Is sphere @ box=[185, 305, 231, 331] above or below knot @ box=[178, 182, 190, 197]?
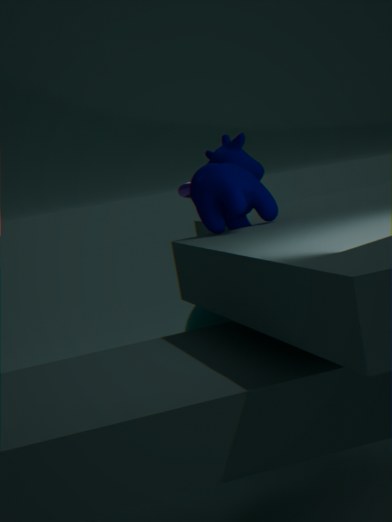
below
